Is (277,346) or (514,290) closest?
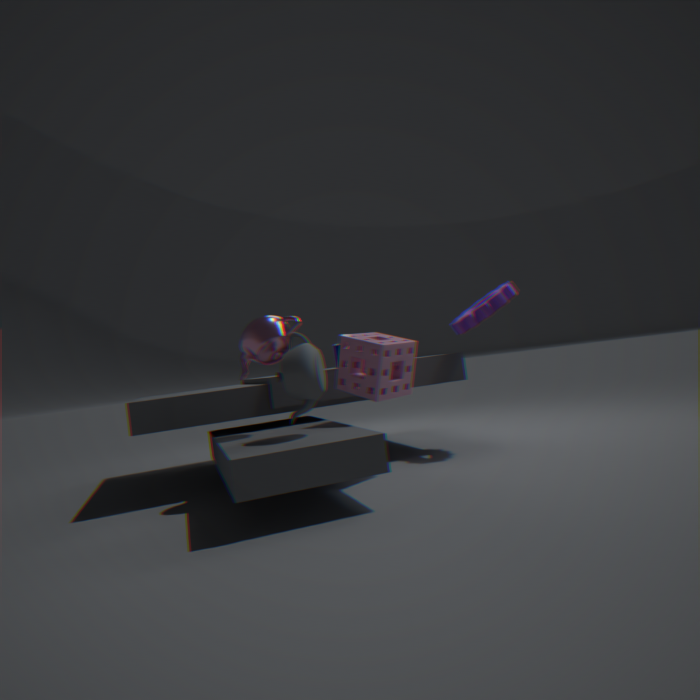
(277,346)
